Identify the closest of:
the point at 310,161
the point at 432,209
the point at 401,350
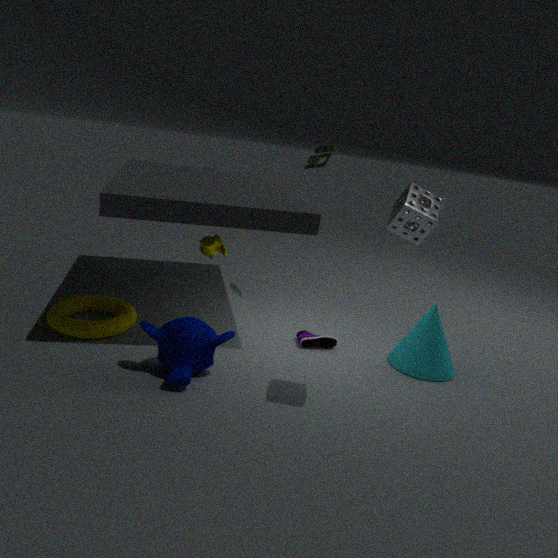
the point at 432,209
